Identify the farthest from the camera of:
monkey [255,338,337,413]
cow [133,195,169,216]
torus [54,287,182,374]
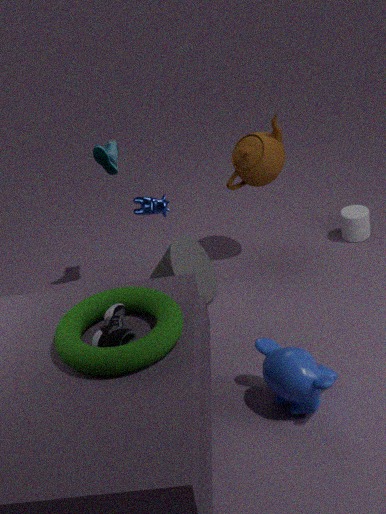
cow [133,195,169,216]
